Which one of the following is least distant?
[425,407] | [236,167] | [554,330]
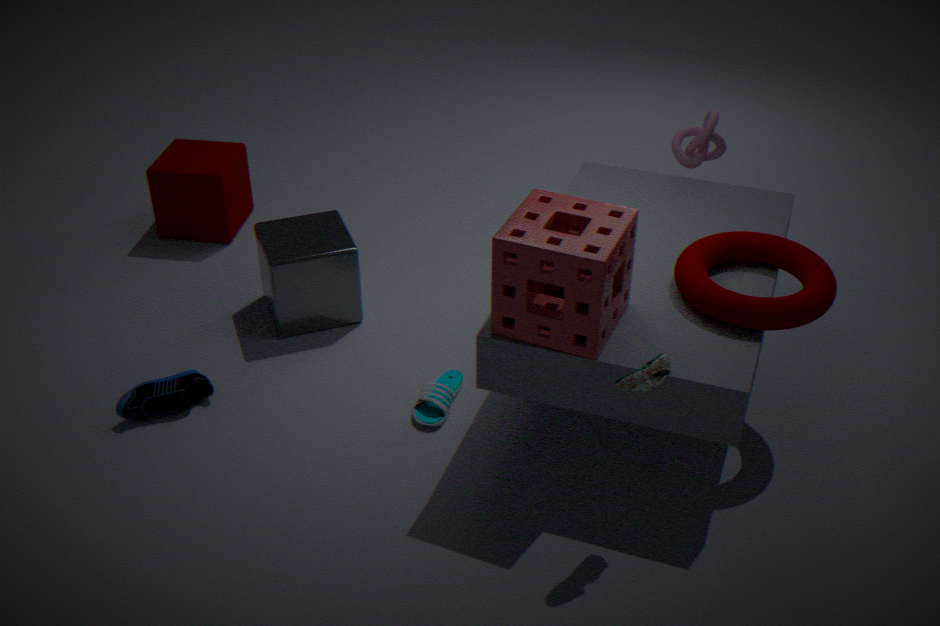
[554,330]
